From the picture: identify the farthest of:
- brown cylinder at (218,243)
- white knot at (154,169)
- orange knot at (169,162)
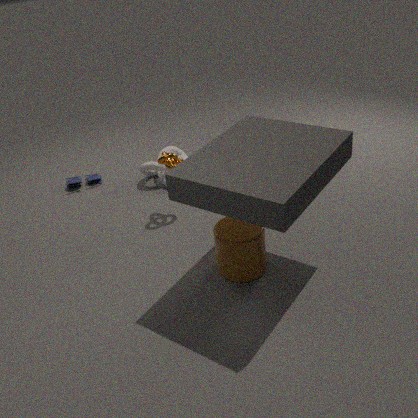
white knot at (154,169)
